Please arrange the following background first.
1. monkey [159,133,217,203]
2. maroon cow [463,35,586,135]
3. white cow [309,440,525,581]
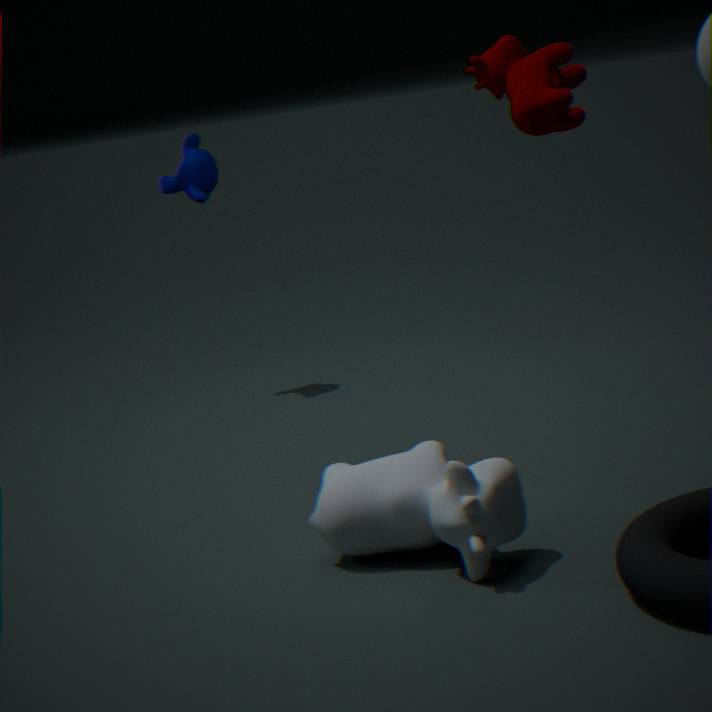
monkey [159,133,217,203]
white cow [309,440,525,581]
maroon cow [463,35,586,135]
